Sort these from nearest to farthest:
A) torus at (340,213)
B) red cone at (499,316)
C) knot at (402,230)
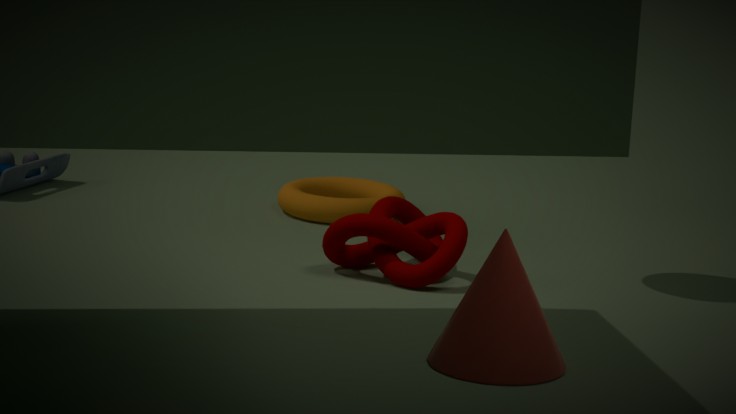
red cone at (499,316), knot at (402,230), torus at (340,213)
